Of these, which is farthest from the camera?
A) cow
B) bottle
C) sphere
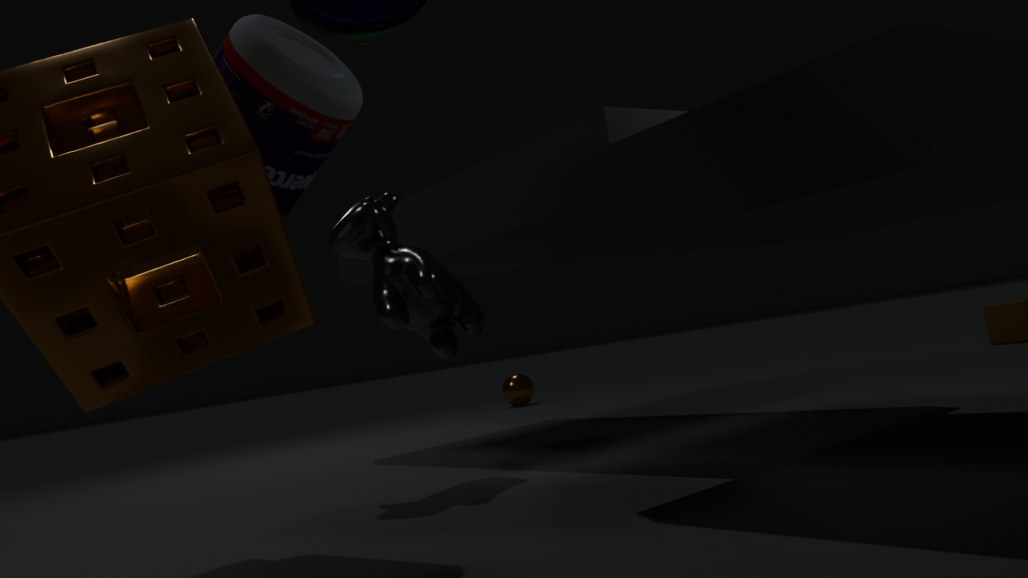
sphere
